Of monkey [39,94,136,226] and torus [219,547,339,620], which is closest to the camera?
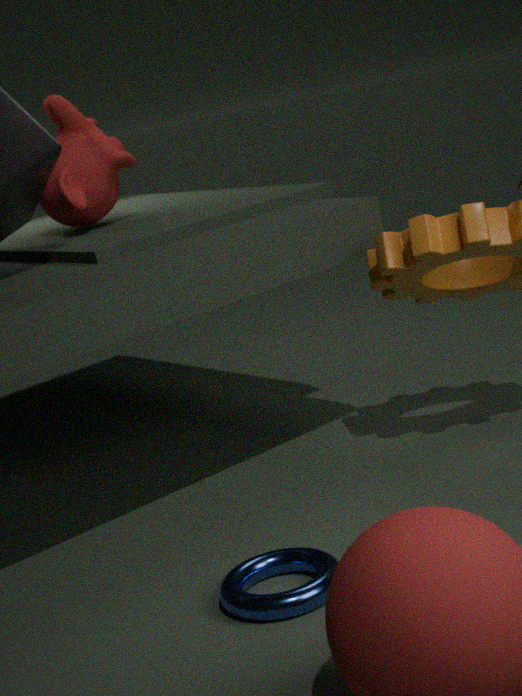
torus [219,547,339,620]
